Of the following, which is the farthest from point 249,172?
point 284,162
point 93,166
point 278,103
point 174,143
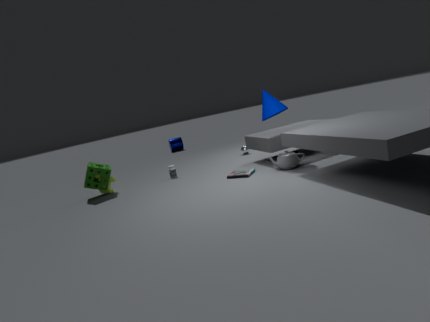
point 174,143
